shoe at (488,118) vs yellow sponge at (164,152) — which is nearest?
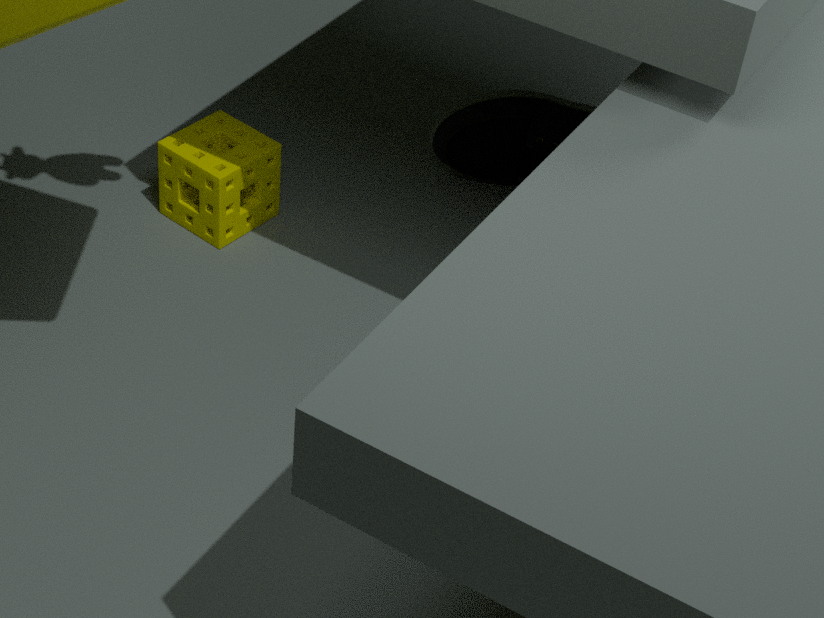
yellow sponge at (164,152)
